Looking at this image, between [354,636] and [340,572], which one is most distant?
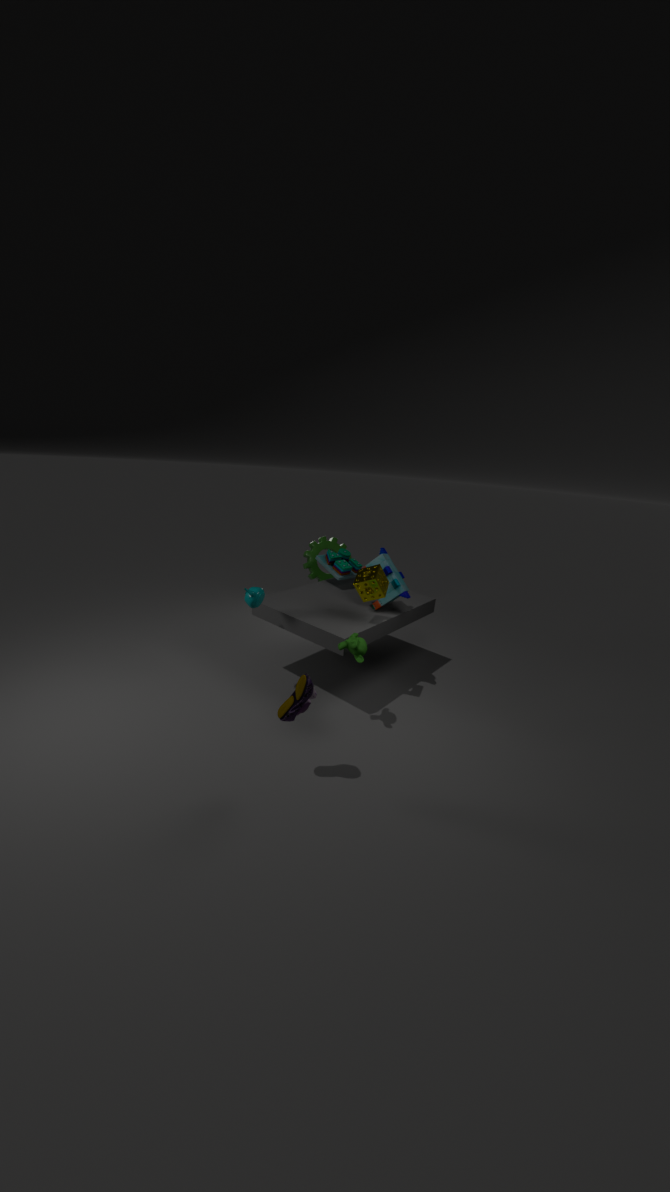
[340,572]
